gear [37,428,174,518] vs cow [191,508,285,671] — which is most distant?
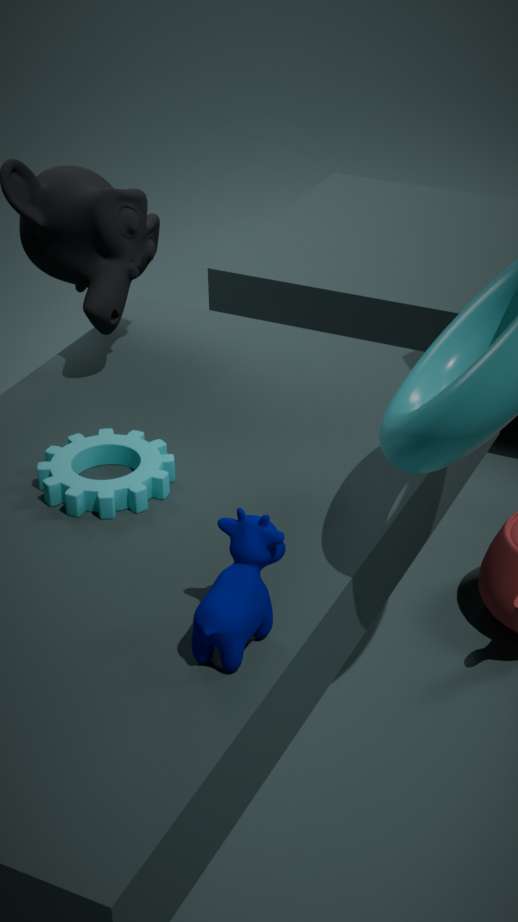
gear [37,428,174,518]
